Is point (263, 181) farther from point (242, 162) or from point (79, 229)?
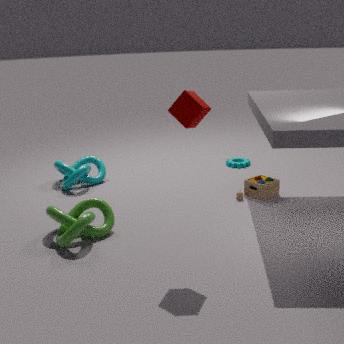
point (79, 229)
